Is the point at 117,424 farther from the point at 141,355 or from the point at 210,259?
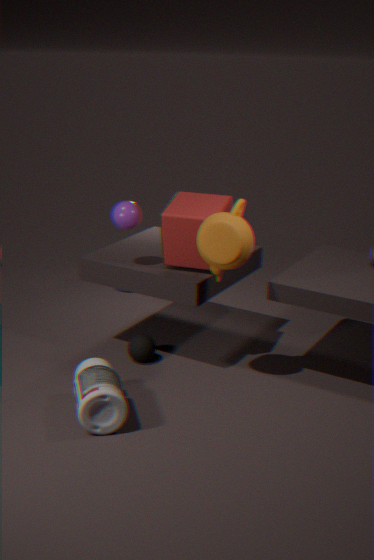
the point at 210,259
